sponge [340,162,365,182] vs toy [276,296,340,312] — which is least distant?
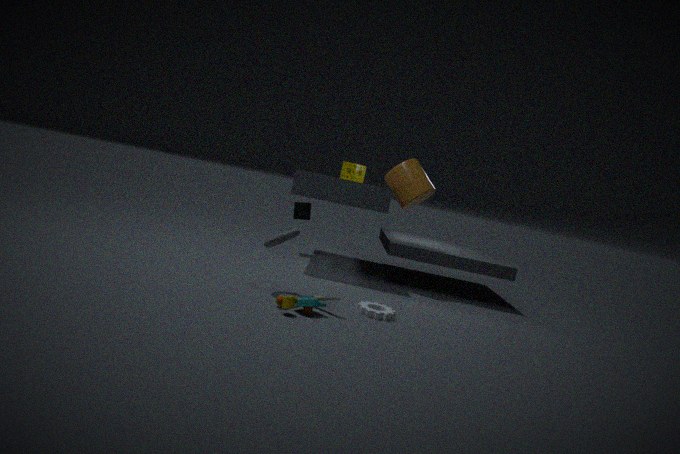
toy [276,296,340,312]
